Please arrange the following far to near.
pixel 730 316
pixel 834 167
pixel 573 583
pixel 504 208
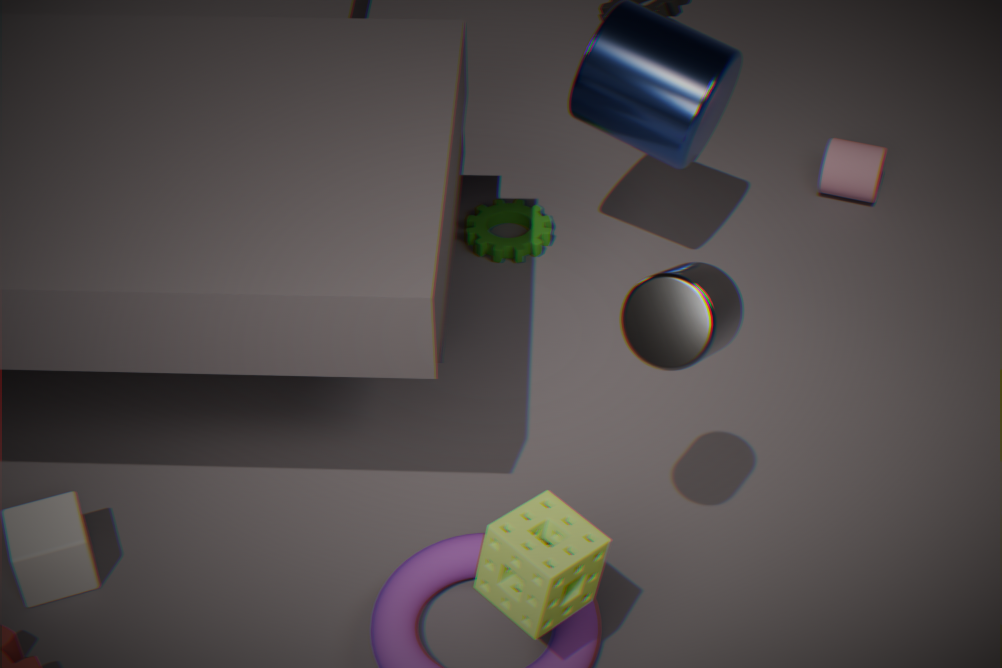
pixel 504 208 < pixel 834 167 < pixel 573 583 < pixel 730 316
